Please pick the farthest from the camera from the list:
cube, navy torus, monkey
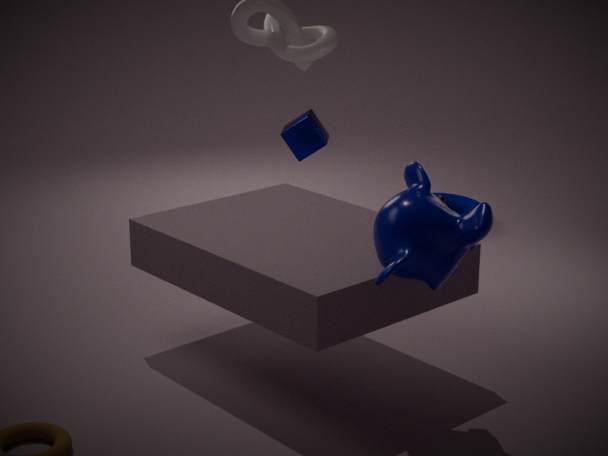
navy torus
